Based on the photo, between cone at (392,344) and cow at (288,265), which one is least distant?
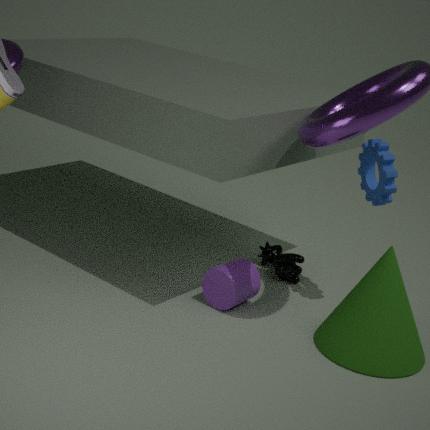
cone at (392,344)
